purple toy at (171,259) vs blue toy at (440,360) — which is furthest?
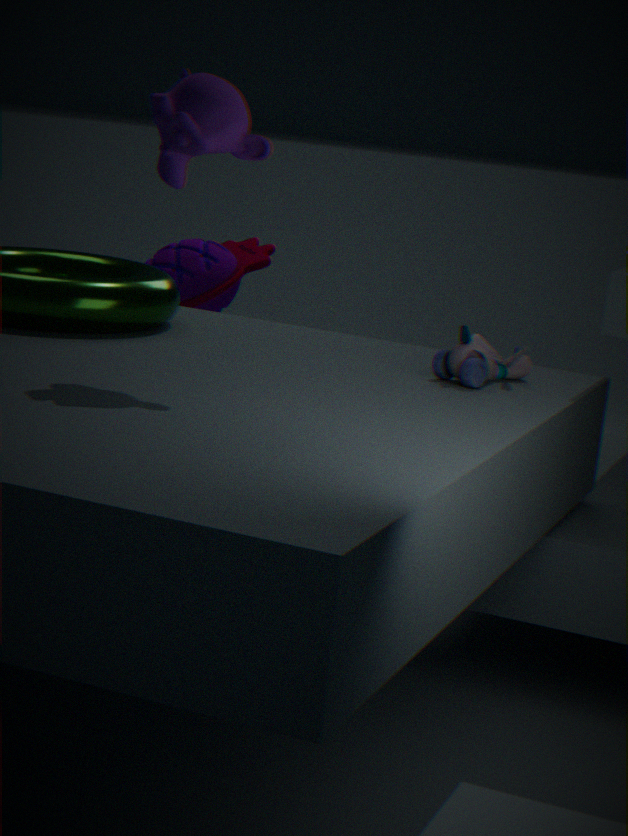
purple toy at (171,259)
